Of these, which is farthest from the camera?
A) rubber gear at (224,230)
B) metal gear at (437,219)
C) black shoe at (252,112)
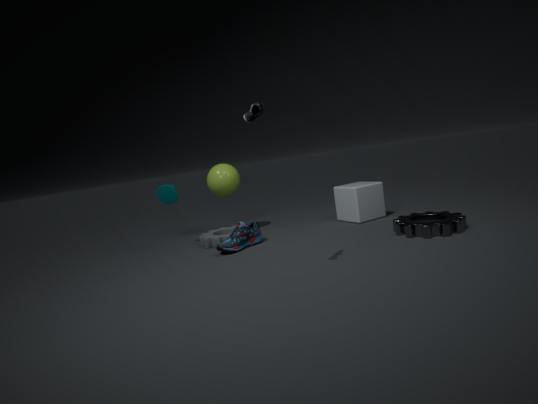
rubber gear at (224,230)
